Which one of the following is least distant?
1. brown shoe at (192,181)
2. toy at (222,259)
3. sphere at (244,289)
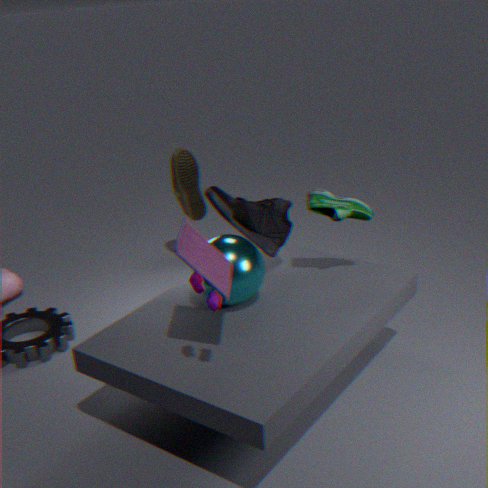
toy at (222,259)
